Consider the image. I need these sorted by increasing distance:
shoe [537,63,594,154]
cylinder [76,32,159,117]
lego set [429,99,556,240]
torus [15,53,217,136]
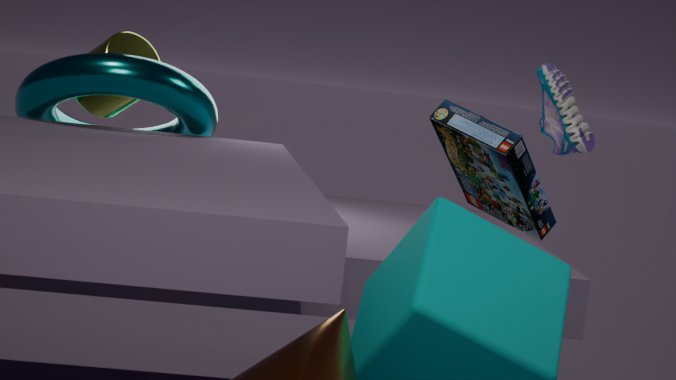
lego set [429,99,556,240] → torus [15,53,217,136] → cylinder [76,32,159,117] → shoe [537,63,594,154]
